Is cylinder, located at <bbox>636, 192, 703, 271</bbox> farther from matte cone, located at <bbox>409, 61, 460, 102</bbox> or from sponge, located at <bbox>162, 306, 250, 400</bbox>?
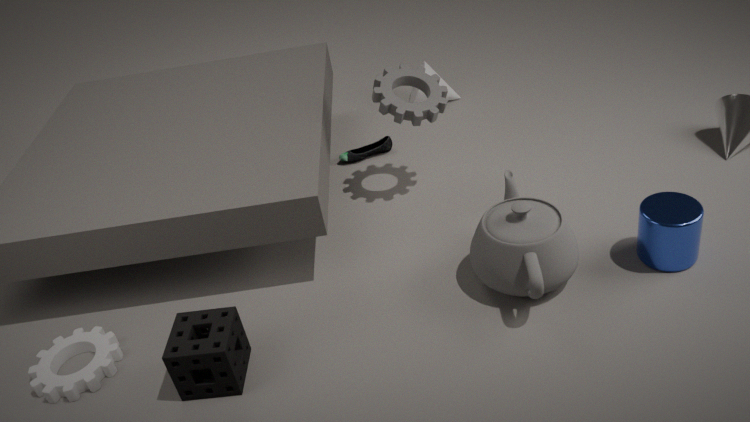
matte cone, located at <bbox>409, 61, 460, 102</bbox>
